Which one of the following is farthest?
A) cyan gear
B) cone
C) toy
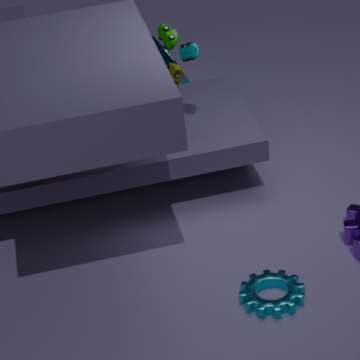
cone
